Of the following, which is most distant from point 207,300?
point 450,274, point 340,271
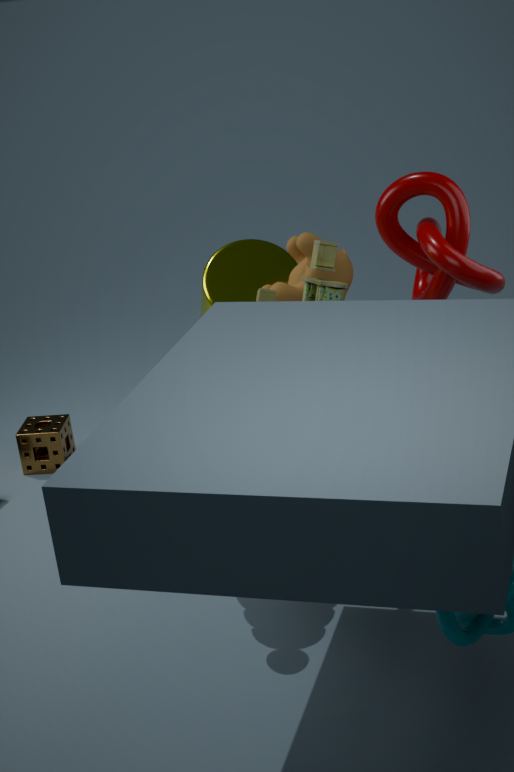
point 450,274
